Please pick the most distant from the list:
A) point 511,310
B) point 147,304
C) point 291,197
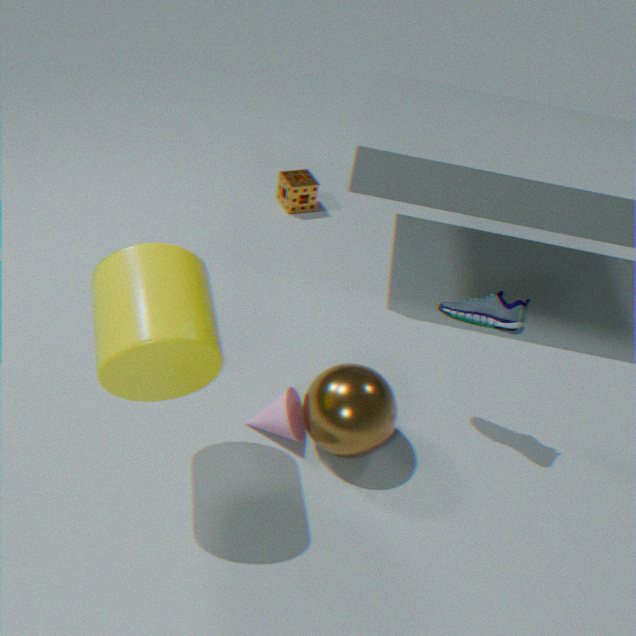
point 291,197
